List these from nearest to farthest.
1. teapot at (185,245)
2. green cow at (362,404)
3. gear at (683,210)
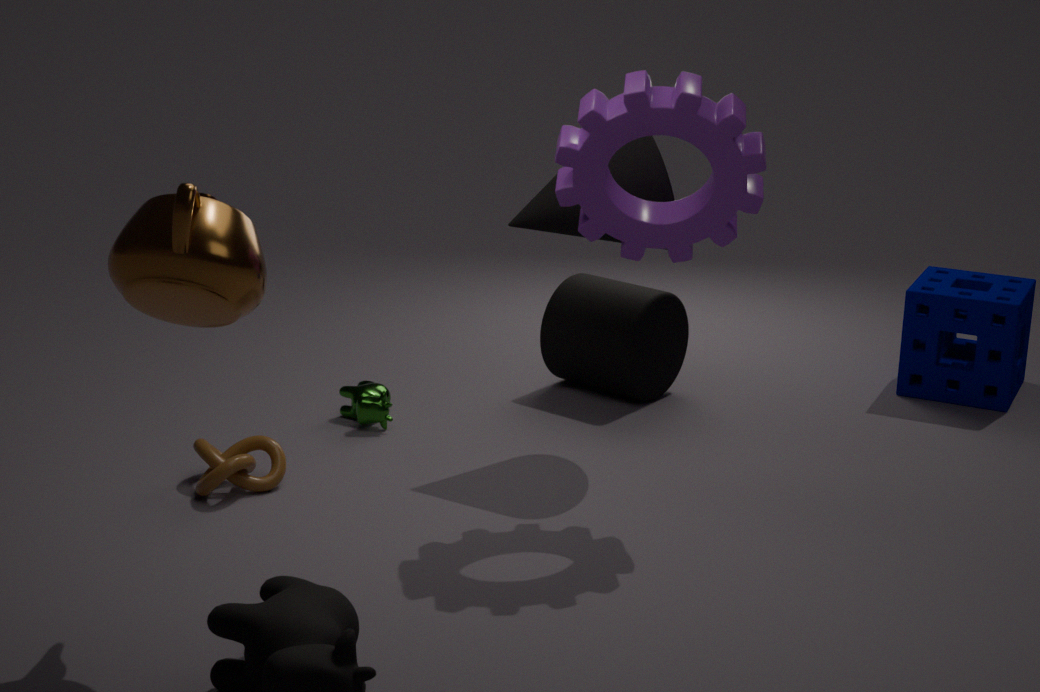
teapot at (185,245), gear at (683,210), green cow at (362,404)
